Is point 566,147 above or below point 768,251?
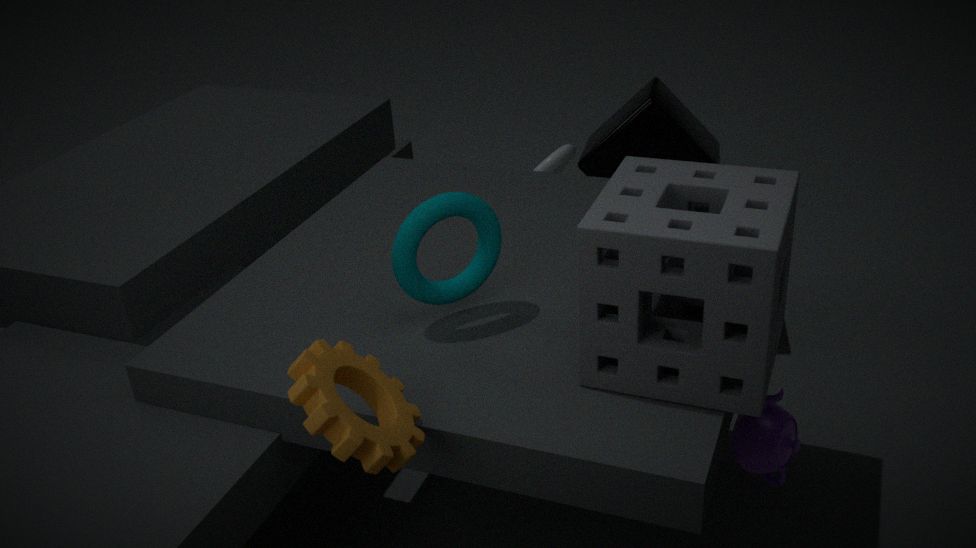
below
